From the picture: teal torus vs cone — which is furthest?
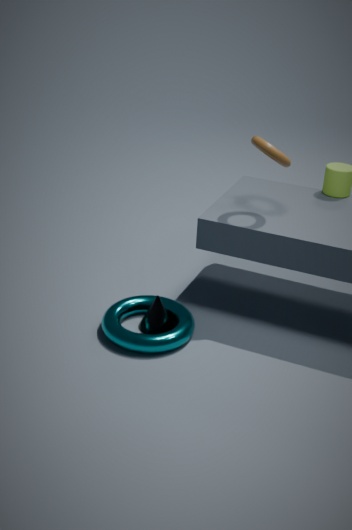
cone
